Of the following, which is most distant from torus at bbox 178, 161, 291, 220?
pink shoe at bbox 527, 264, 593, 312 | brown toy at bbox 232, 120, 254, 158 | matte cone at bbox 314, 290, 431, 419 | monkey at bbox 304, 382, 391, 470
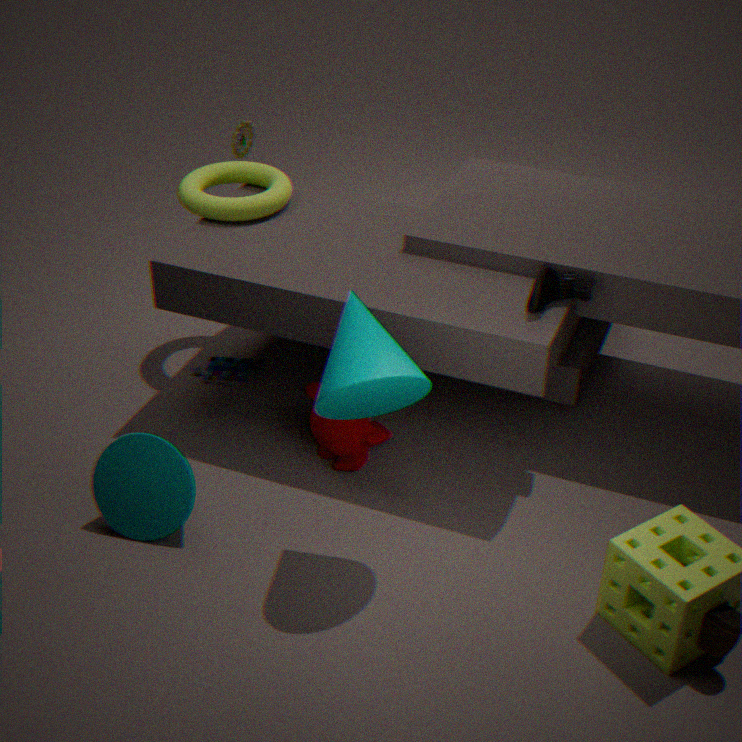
pink shoe at bbox 527, 264, 593, 312
